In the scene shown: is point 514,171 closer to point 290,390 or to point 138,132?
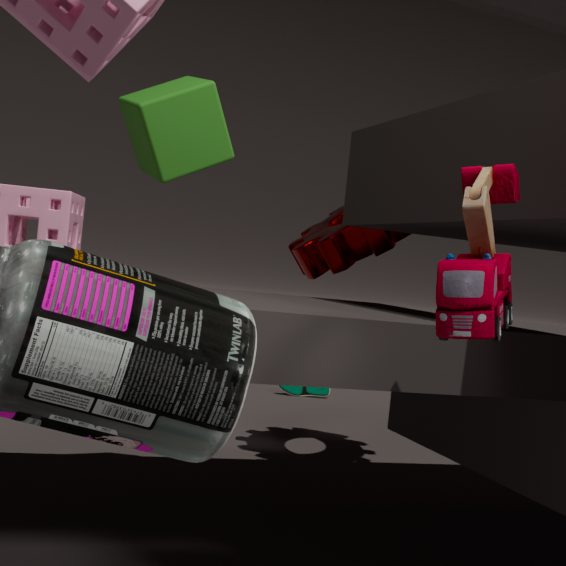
point 138,132
